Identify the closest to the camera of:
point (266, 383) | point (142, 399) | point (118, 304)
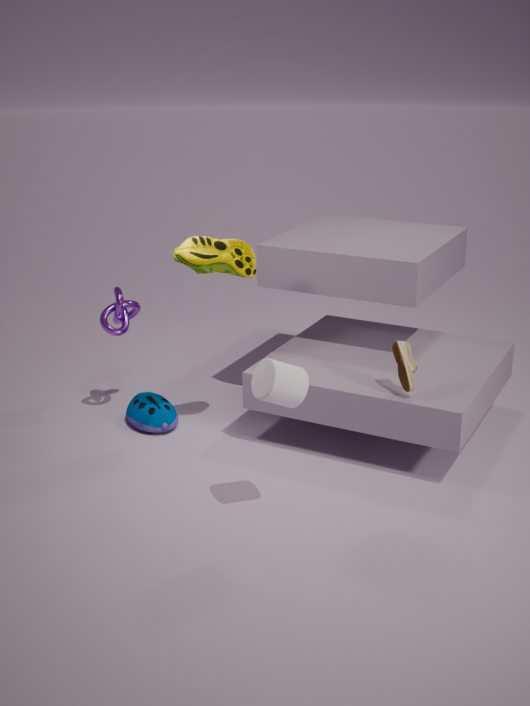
point (266, 383)
